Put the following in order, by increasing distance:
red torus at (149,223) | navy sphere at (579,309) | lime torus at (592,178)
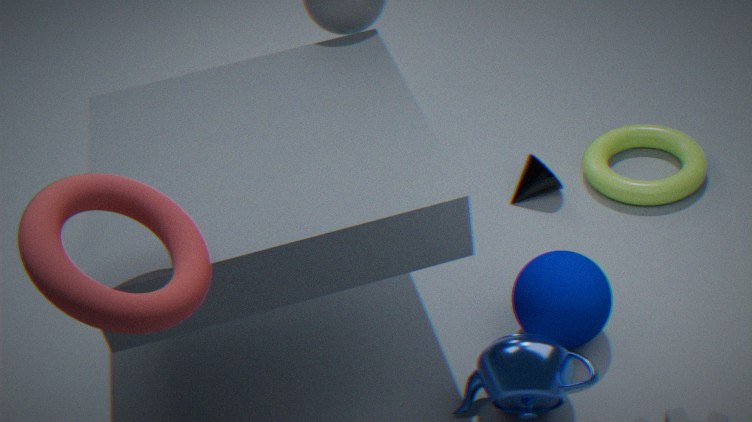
red torus at (149,223) → navy sphere at (579,309) → lime torus at (592,178)
